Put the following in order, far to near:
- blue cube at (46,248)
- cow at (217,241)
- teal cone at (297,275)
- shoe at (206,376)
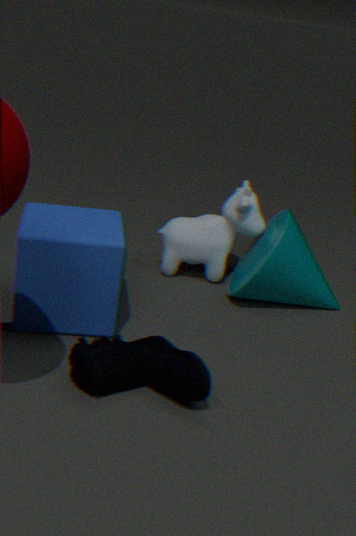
cow at (217,241) → teal cone at (297,275) → blue cube at (46,248) → shoe at (206,376)
